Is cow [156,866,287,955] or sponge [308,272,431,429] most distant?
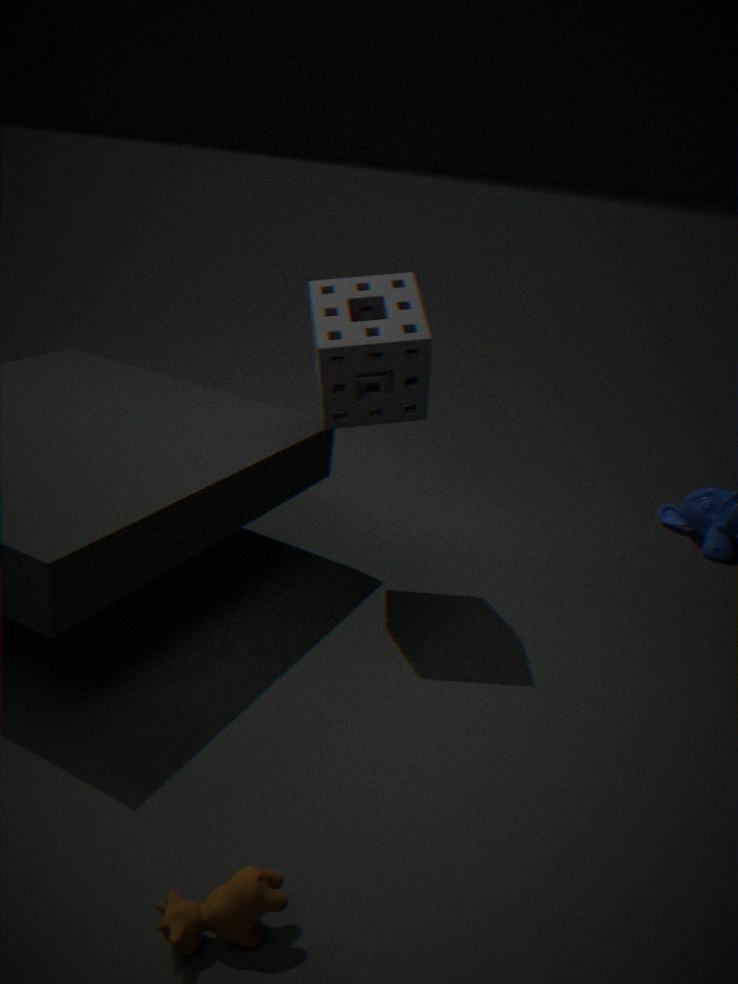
sponge [308,272,431,429]
